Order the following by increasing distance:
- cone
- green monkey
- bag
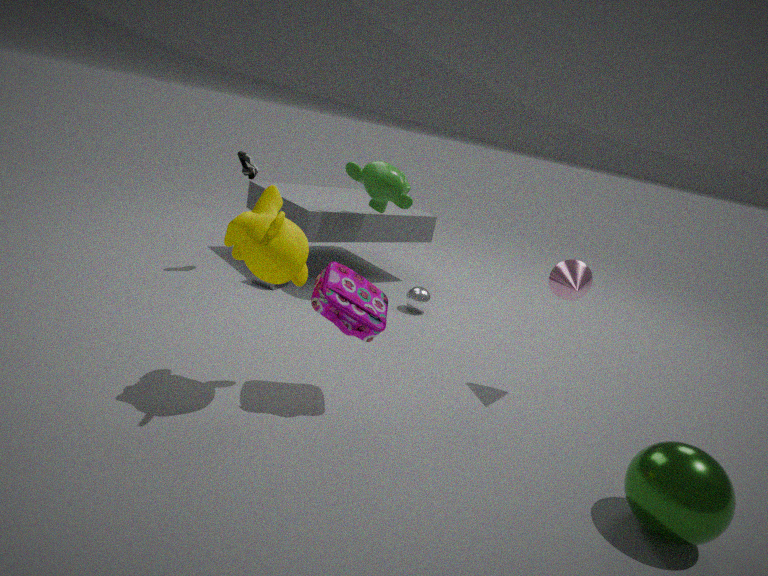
bag
cone
green monkey
